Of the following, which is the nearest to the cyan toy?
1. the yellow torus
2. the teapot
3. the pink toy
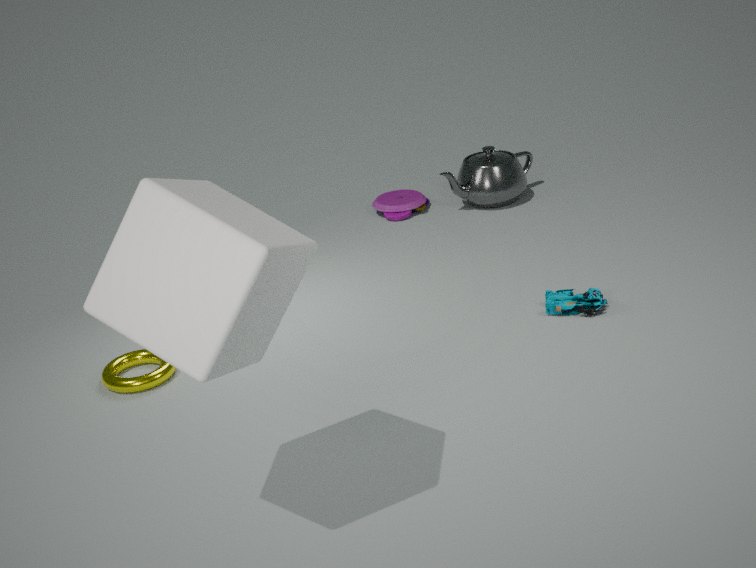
the teapot
